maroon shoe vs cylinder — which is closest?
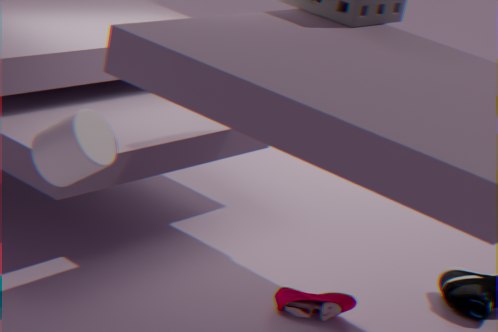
cylinder
